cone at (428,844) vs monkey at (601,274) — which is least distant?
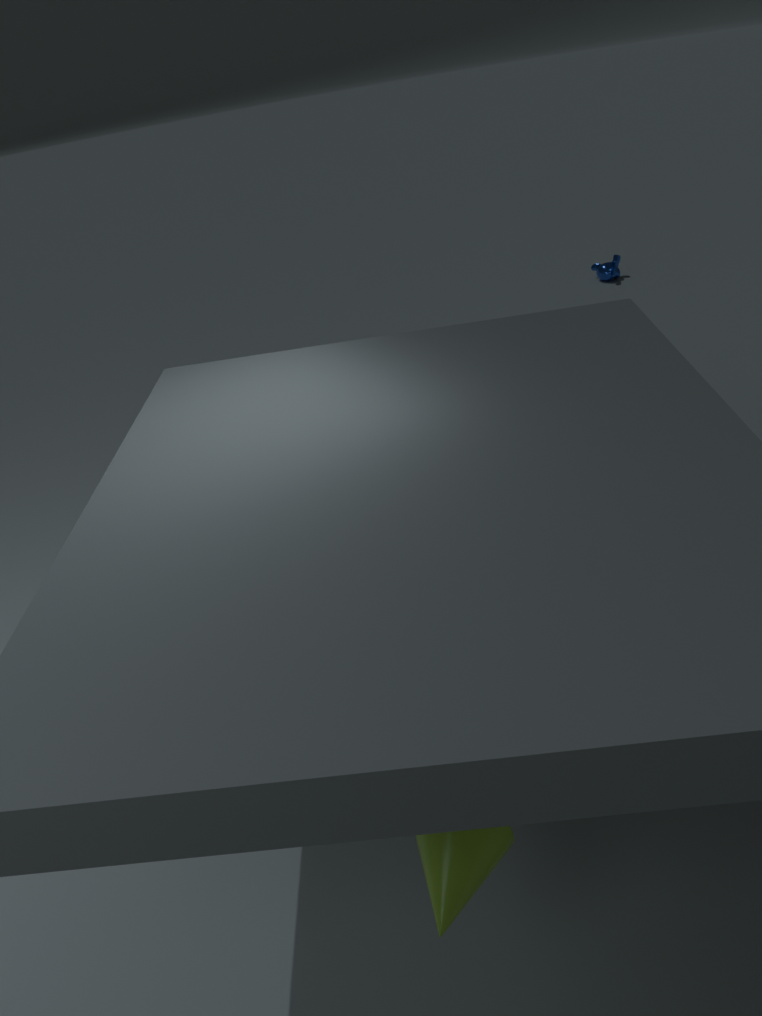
cone at (428,844)
